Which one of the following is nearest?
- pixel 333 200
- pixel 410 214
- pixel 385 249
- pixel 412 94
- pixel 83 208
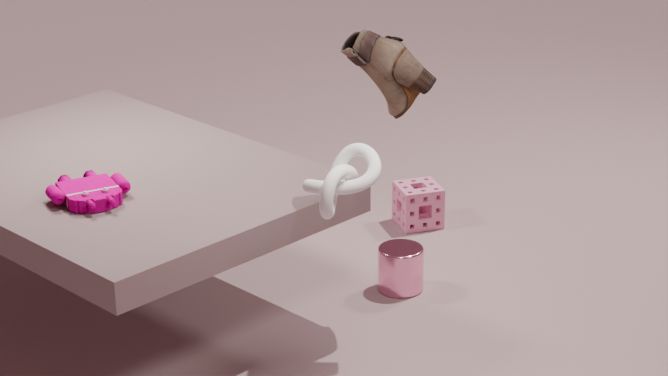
pixel 333 200
